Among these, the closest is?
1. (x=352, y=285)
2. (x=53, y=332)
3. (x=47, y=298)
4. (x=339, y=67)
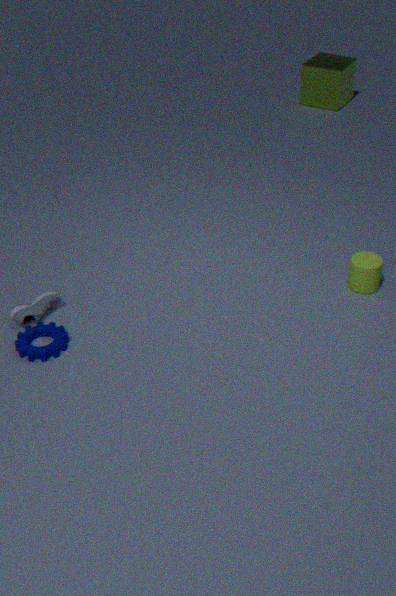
(x=53, y=332)
